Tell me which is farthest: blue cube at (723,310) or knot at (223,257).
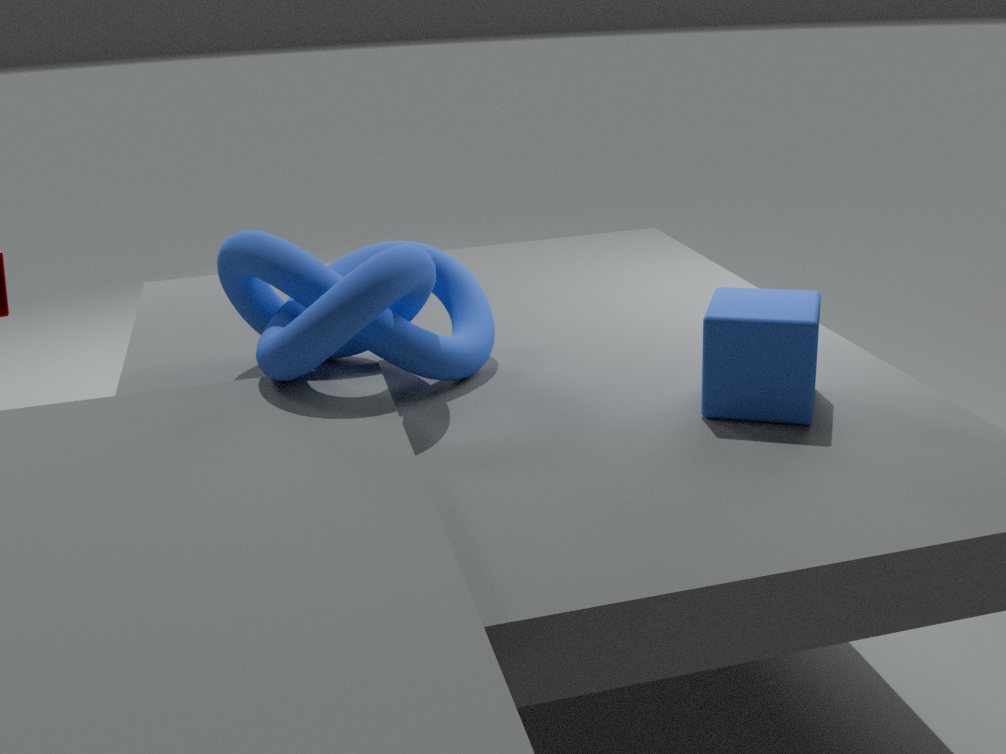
knot at (223,257)
